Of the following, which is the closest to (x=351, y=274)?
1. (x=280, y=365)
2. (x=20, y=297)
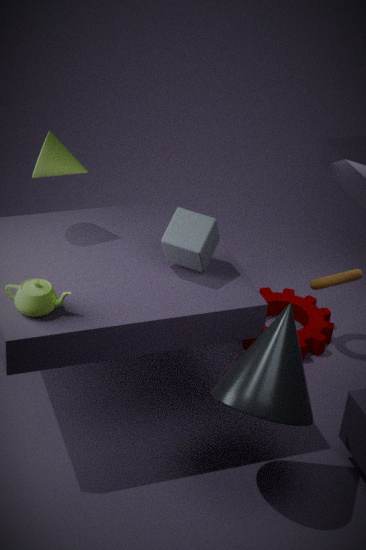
(x=280, y=365)
